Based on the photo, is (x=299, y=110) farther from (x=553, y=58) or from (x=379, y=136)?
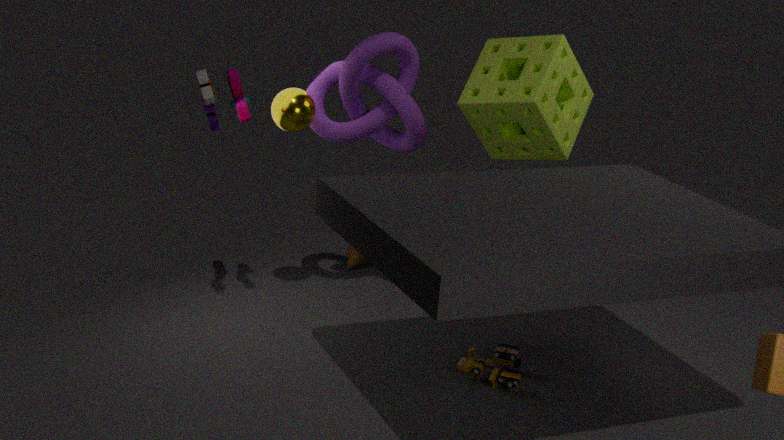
(x=553, y=58)
